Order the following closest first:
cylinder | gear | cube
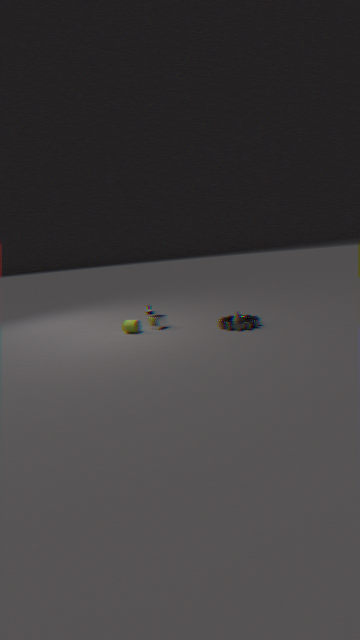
gear, cylinder, cube
